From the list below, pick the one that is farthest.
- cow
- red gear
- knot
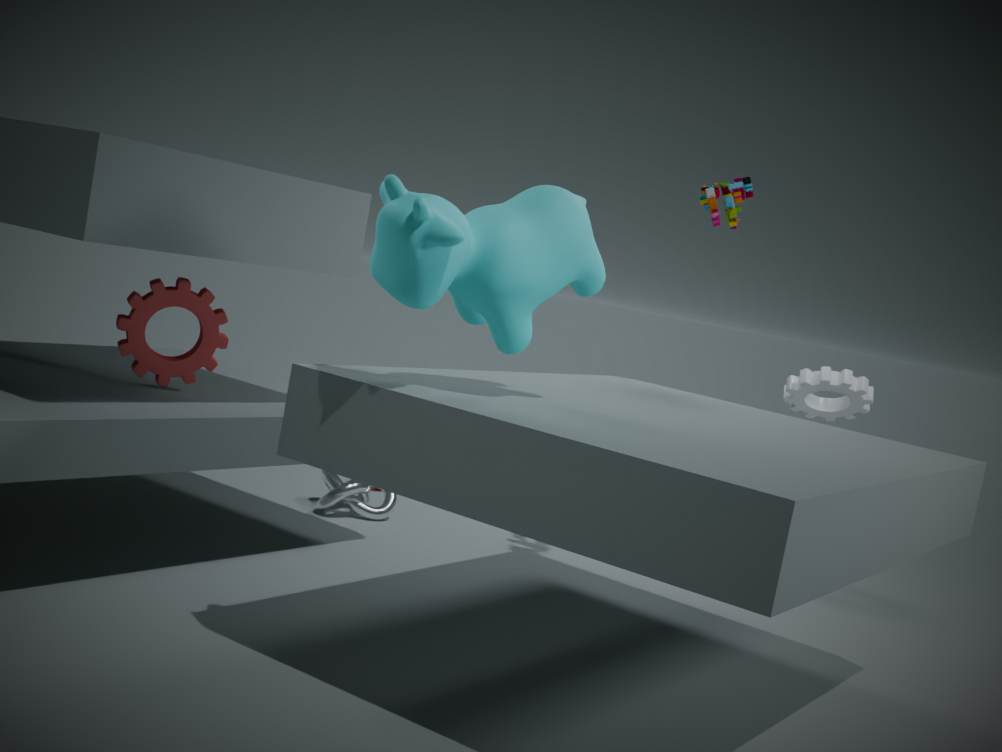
knot
